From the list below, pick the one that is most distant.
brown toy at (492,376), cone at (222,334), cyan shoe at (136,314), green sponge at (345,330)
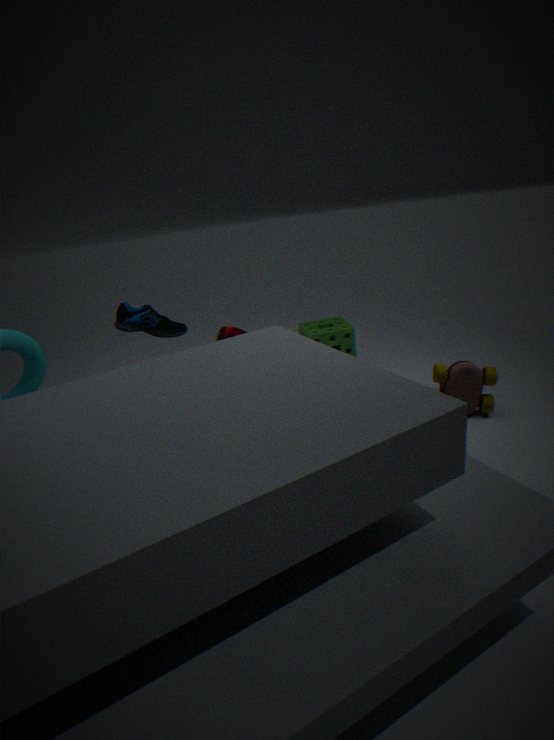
green sponge at (345,330)
